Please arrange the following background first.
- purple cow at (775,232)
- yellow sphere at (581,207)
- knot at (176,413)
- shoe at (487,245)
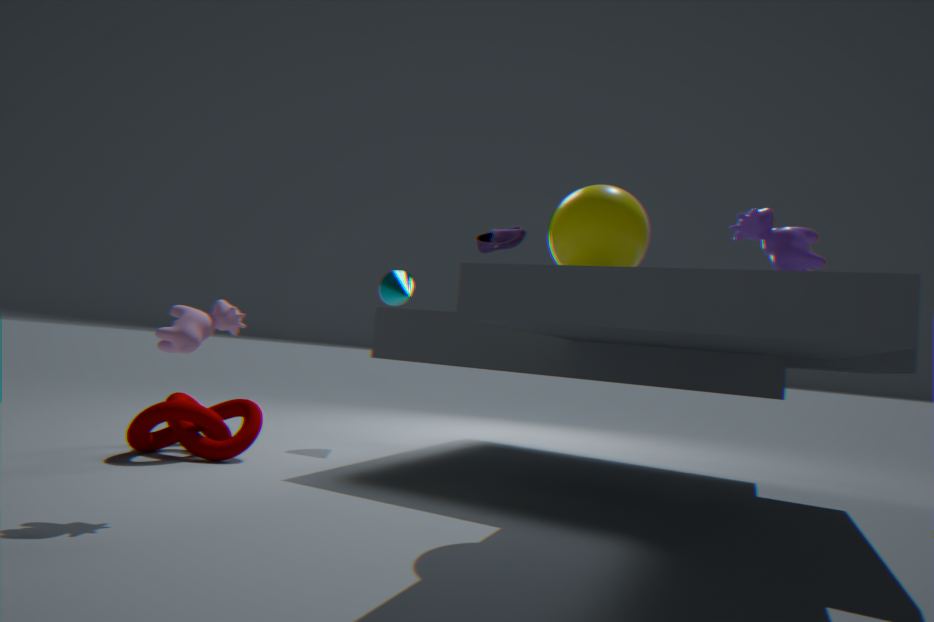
1. shoe at (487,245)
2. knot at (176,413)
3. yellow sphere at (581,207)
4. purple cow at (775,232)
